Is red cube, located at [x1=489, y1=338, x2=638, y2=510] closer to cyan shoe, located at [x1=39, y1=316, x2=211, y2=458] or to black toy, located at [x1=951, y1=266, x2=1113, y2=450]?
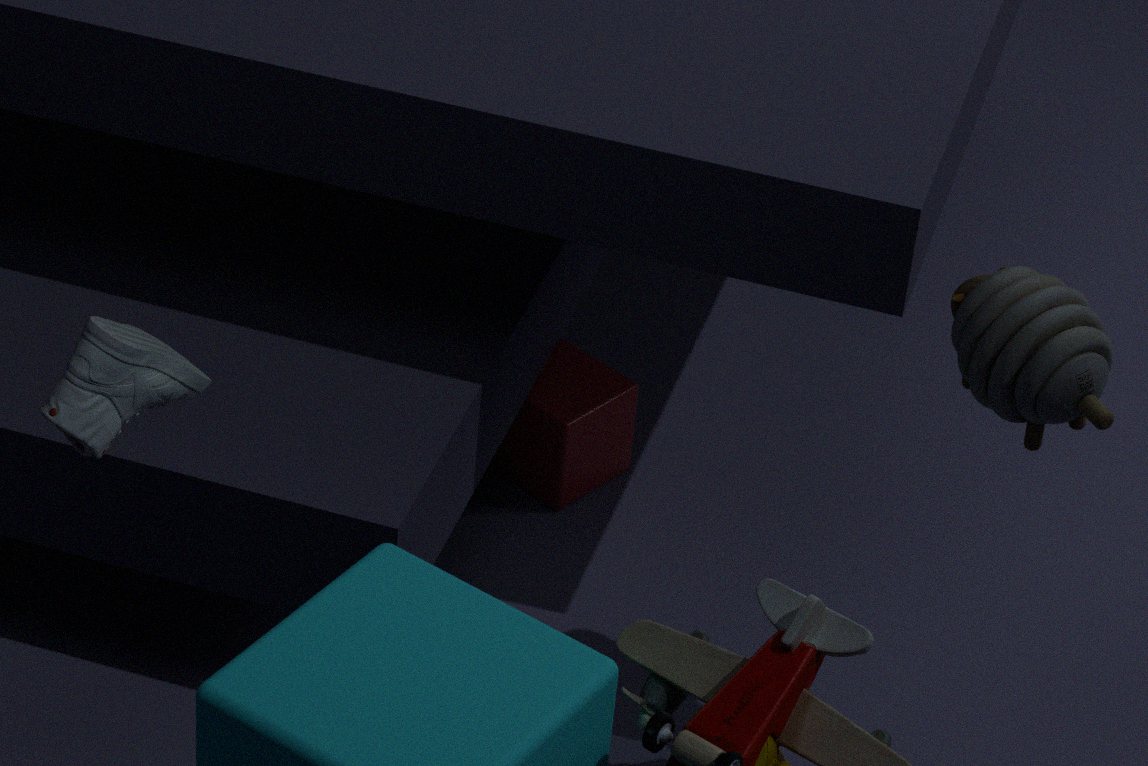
black toy, located at [x1=951, y1=266, x2=1113, y2=450]
